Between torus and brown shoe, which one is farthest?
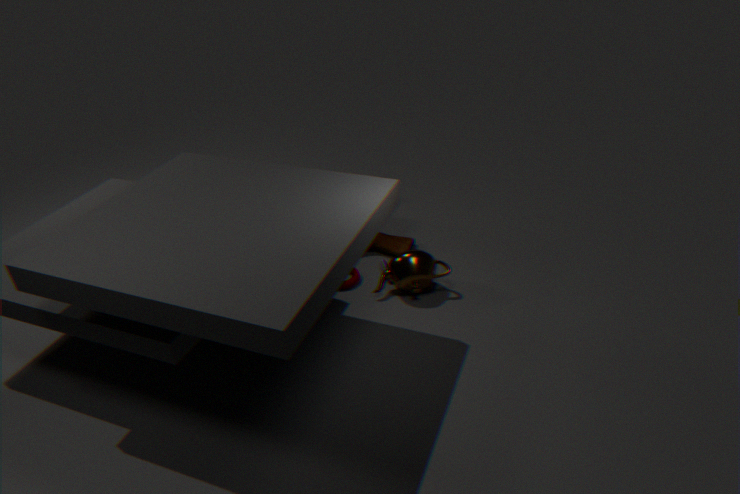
brown shoe
